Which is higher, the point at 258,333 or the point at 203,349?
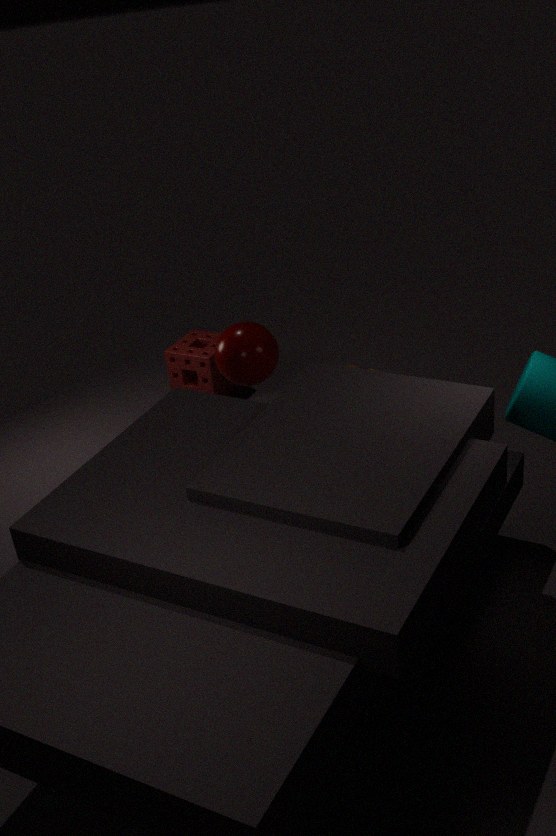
the point at 258,333
